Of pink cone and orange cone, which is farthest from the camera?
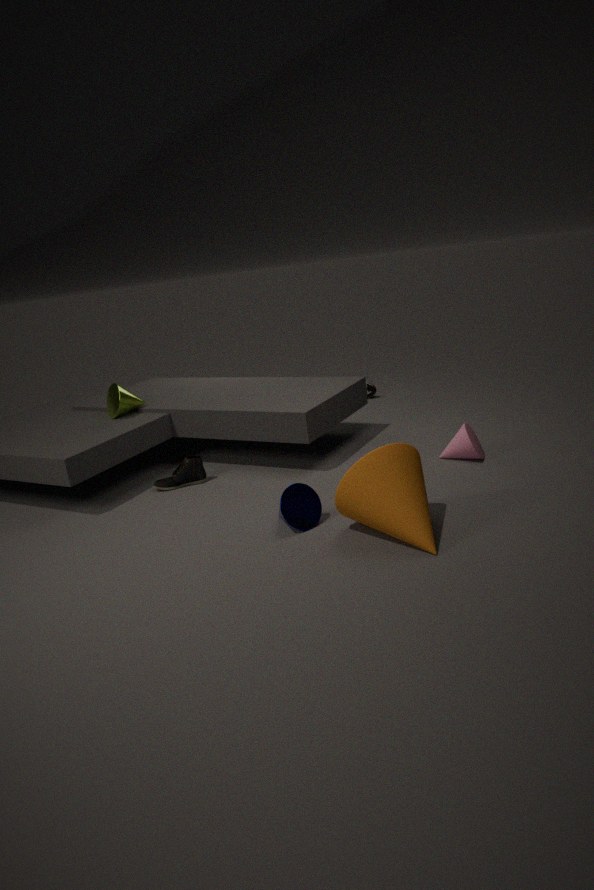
pink cone
